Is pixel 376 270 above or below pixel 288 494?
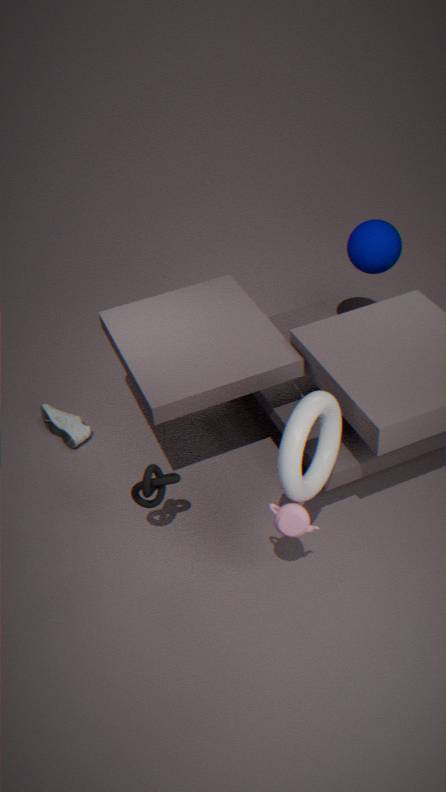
below
